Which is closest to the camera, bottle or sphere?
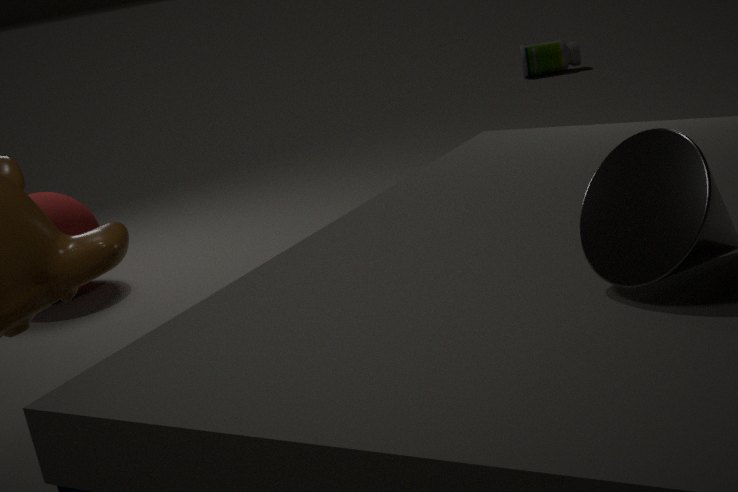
sphere
